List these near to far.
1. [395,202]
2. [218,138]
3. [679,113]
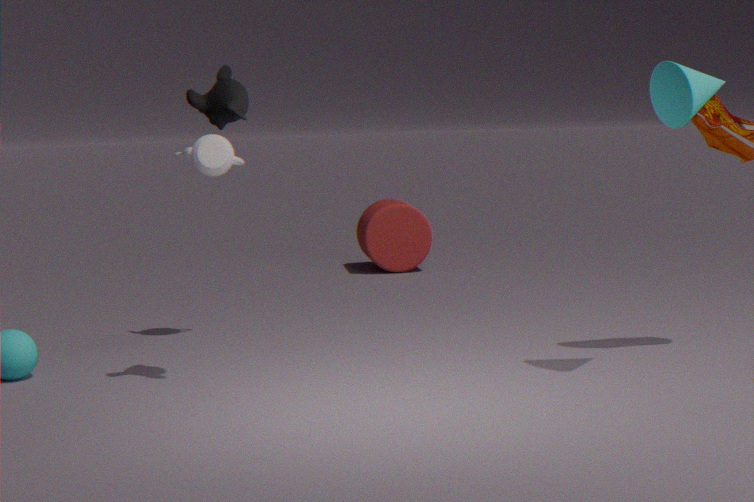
[679,113] < [218,138] < [395,202]
